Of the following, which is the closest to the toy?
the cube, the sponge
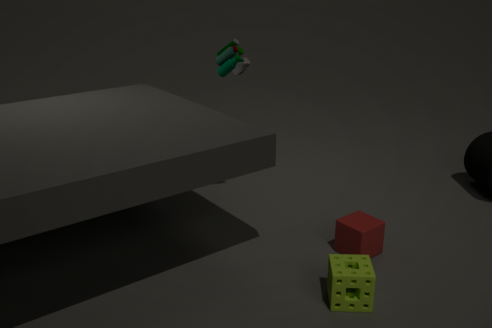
the cube
